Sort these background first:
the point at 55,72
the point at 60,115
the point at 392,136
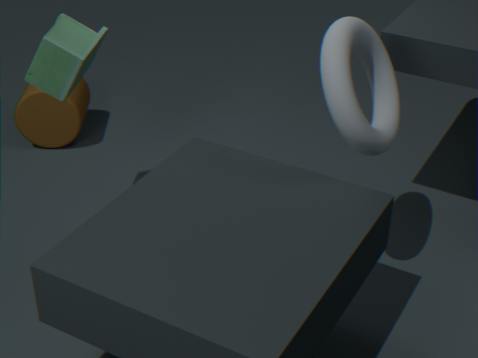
the point at 60,115 → the point at 55,72 → the point at 392,136
